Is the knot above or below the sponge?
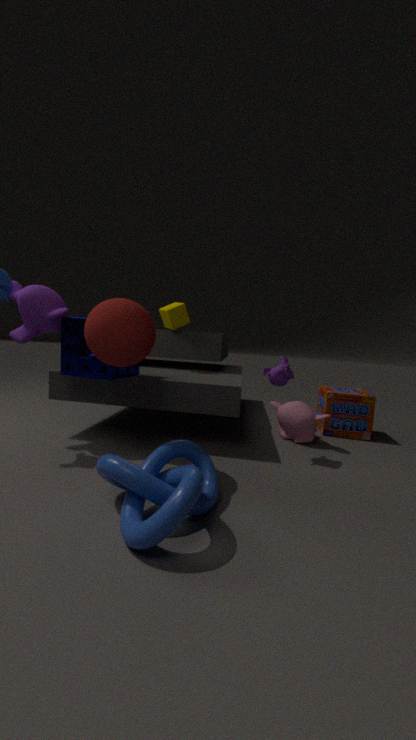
below
